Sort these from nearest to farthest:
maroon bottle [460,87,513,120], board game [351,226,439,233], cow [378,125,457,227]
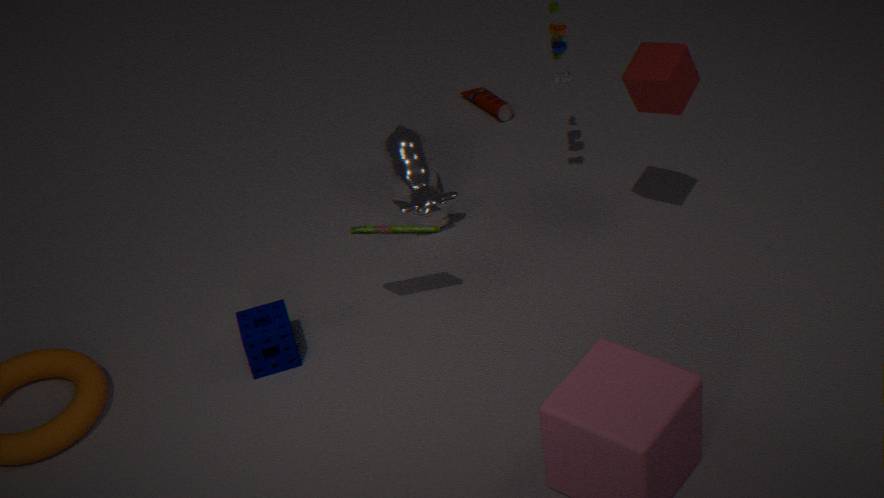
1. board game [351,226,439,233]
2. cow [378,125,457,227]
3. maroon bottle [460,87,513,120]
